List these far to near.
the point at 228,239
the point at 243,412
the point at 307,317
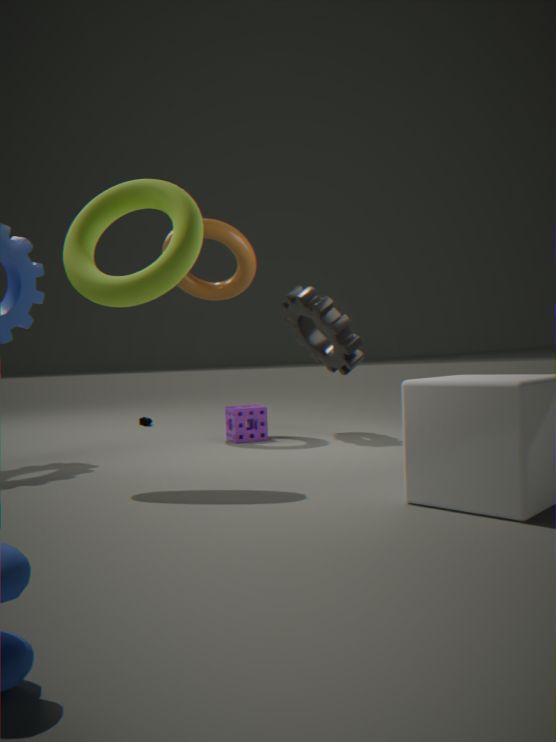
the point at 307,317
the point at 228,239
the point at 243,412
